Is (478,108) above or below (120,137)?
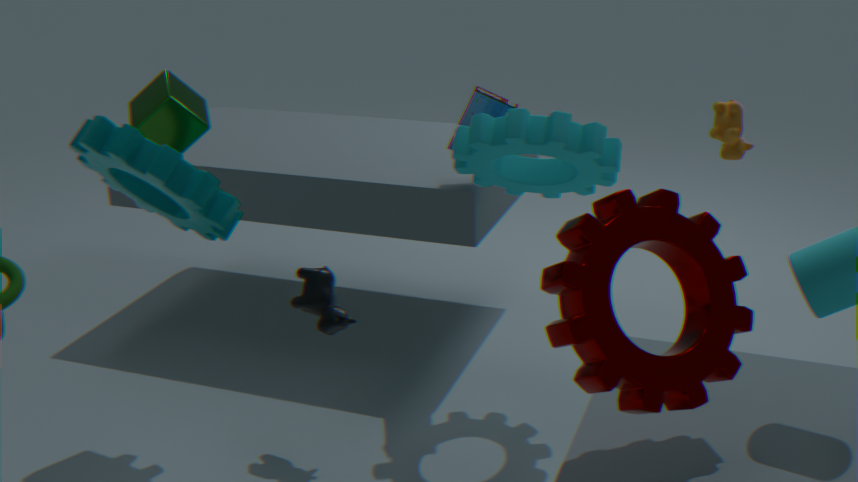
above
